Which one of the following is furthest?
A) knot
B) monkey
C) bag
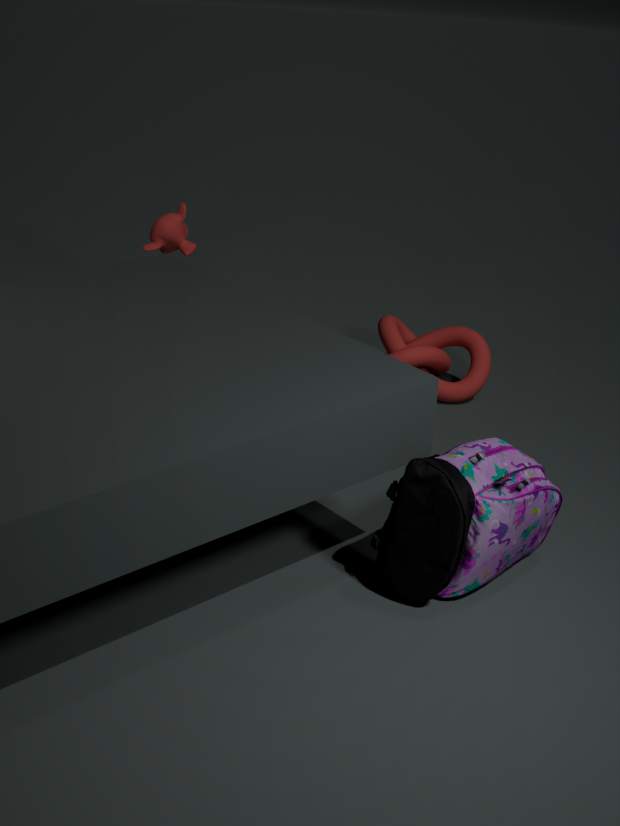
monkey
